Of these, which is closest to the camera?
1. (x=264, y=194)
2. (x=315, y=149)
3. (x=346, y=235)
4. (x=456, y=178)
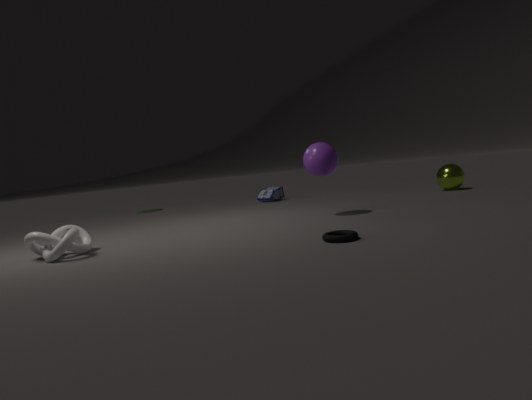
(x=346, y=235)
